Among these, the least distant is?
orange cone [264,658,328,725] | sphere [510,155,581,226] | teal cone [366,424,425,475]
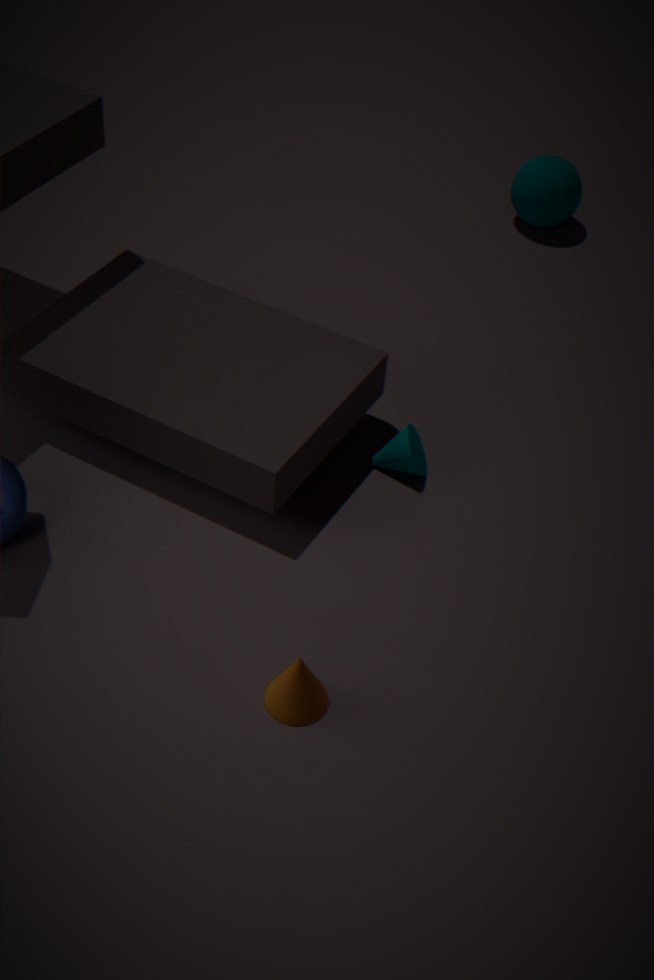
orange cone [264,658,328,725]
